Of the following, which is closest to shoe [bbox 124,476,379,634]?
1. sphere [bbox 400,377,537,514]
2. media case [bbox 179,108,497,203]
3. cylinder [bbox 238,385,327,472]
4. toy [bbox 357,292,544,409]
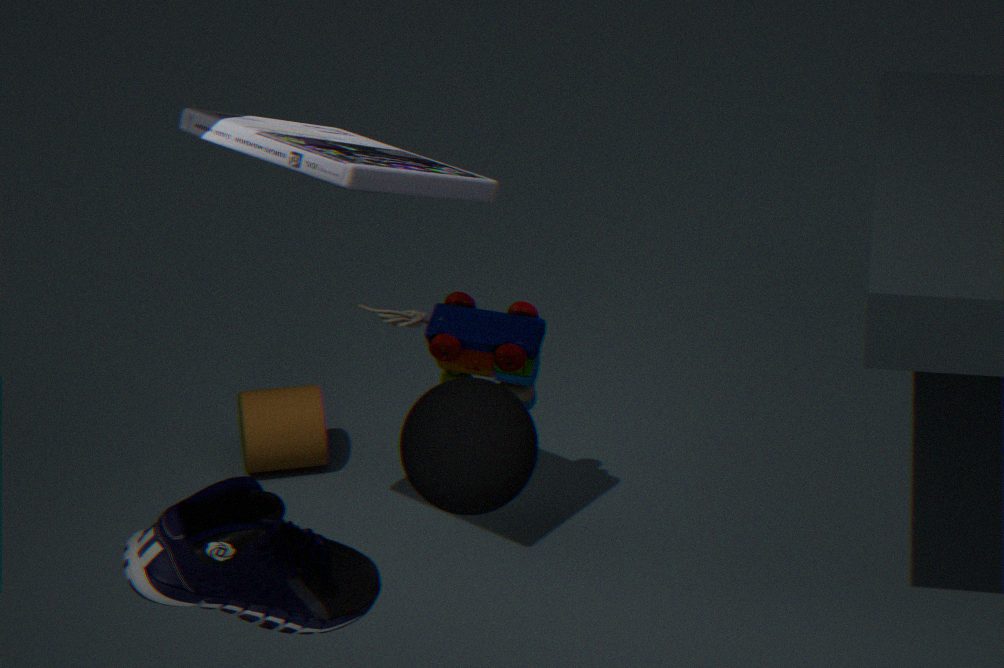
sphere [bbox 400,377,537,514]
